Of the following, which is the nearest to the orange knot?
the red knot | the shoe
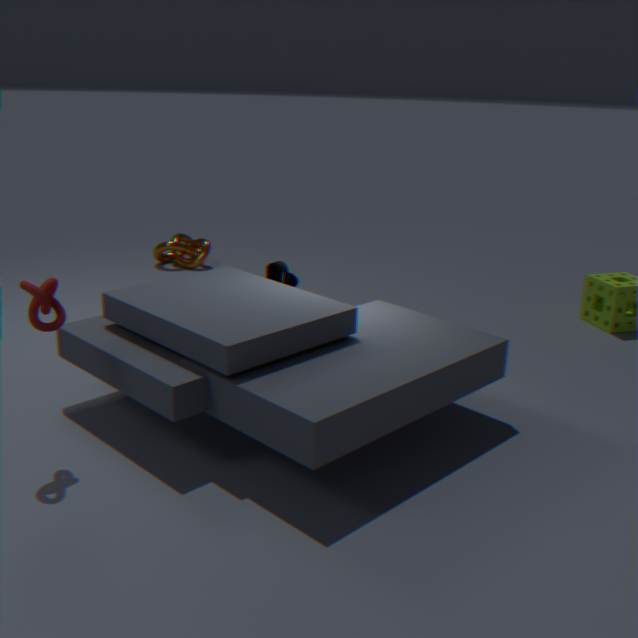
the shoe
